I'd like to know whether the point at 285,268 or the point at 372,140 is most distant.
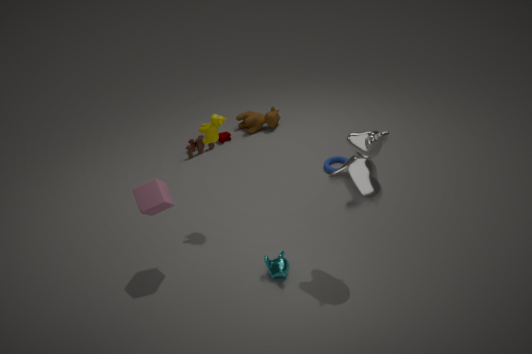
the point at 285,268
